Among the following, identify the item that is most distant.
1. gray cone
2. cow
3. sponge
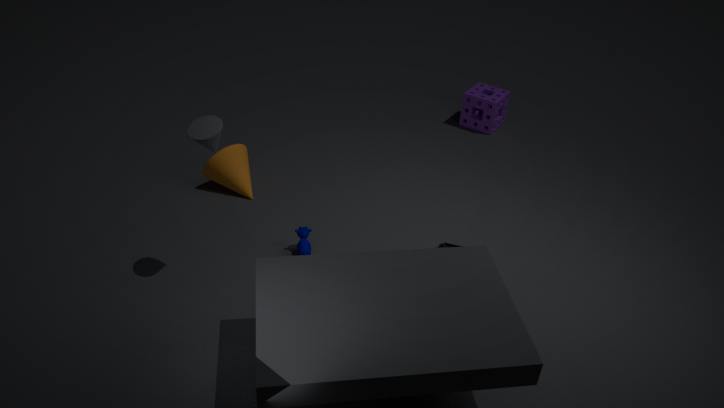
sponge
